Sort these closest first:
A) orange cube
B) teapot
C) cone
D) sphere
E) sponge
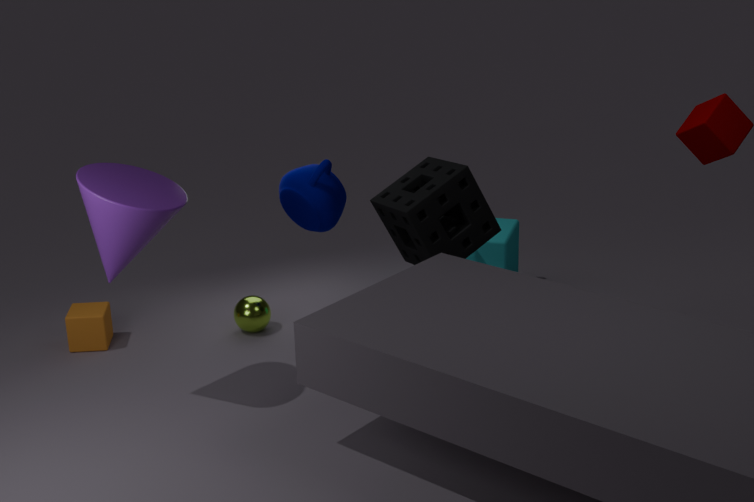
cone < sponge < teapot < orange cube < sphere
